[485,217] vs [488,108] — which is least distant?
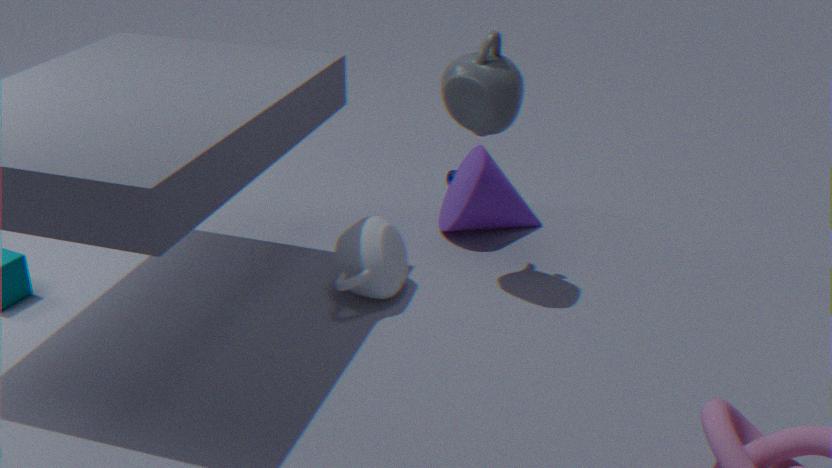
[488,108]
